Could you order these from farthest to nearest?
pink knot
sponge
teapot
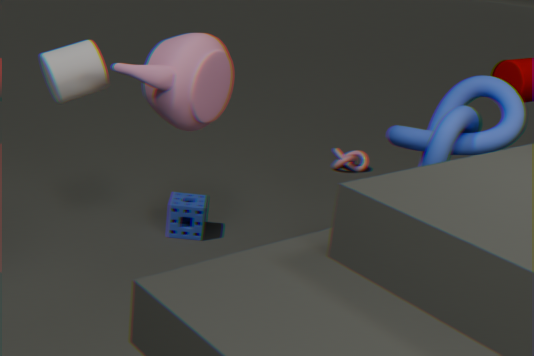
pink knot
sponge
teapot
